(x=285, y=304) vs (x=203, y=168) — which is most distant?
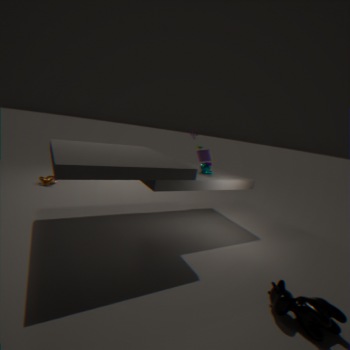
(x=203, y=168)
